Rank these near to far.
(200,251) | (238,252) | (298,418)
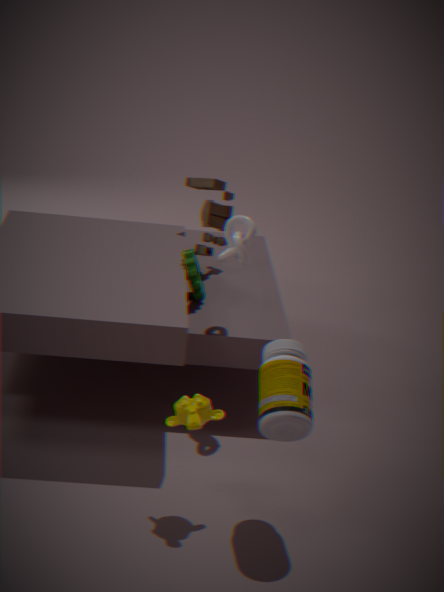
(298,418), (238,252), (200,251)
